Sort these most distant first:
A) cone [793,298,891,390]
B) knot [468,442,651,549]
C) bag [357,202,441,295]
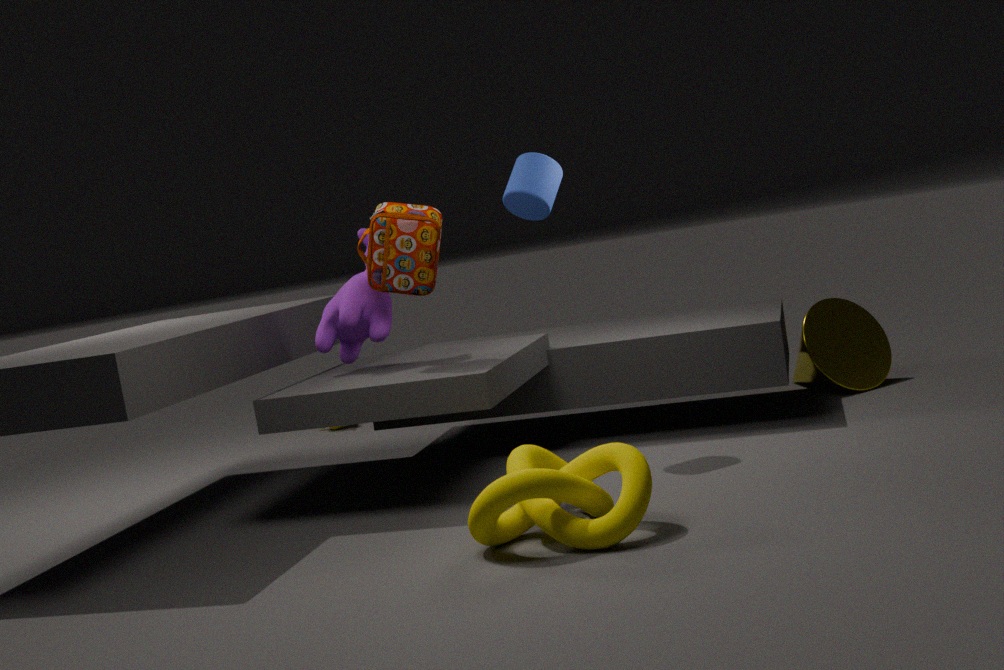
cone [793,298,891,390]
bag [357,202,441,295]
knot [468,442,651,549]
